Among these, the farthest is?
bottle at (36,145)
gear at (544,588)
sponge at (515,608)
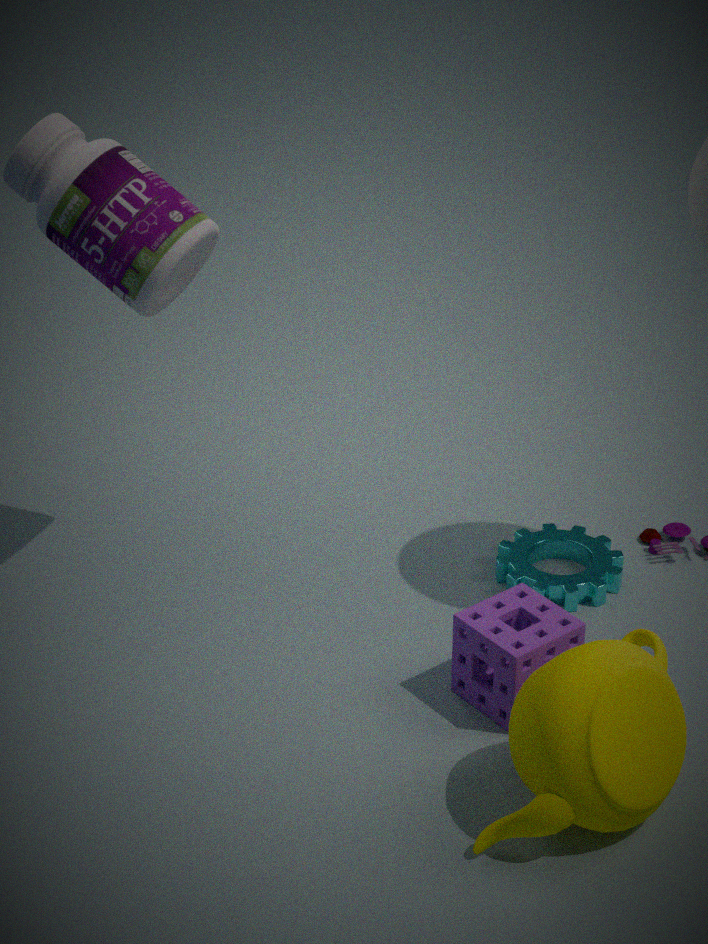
gear at (544,588)
